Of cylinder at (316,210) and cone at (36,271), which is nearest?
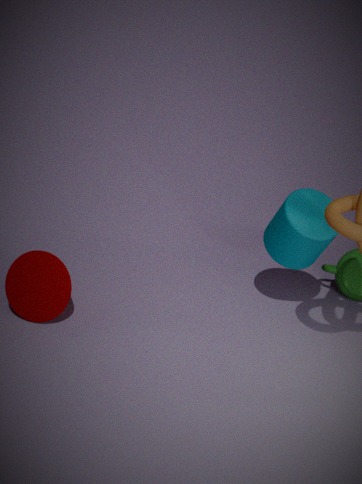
cylinder at (316,210)
